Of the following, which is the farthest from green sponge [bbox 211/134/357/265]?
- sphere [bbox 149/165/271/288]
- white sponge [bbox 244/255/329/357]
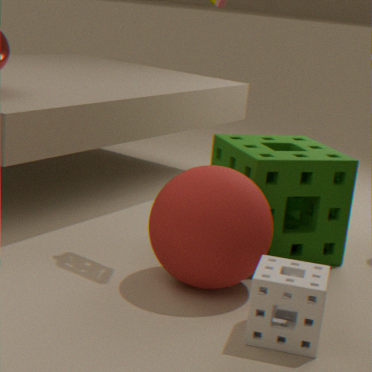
white sponge [bbox 244/255/329/357]
